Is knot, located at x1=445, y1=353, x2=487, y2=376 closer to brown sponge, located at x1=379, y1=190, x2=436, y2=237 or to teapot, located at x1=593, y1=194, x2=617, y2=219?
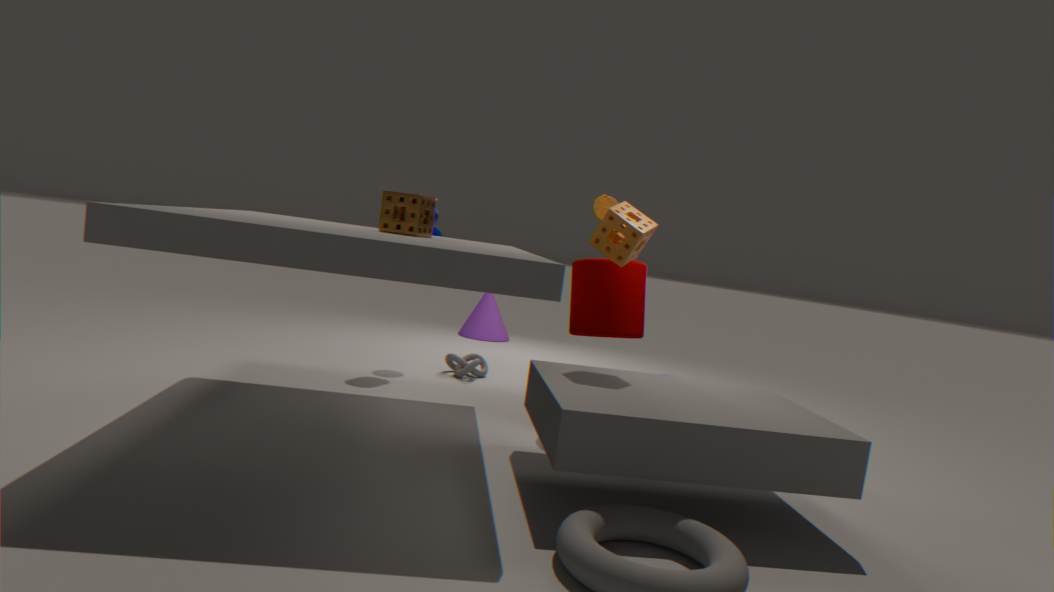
teapot, located at x1=593, y1=194, x2=617, y2=219
